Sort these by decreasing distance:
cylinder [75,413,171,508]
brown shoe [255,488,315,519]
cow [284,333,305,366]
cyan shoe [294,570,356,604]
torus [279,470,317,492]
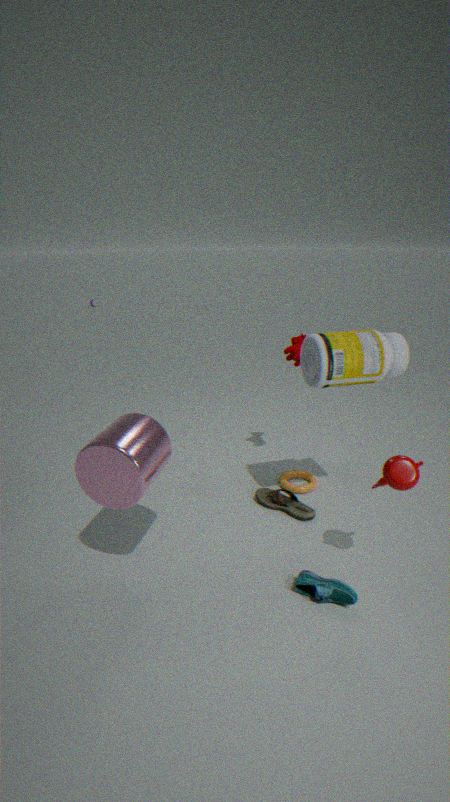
torus [279,470,317,492], cow [284,333,305,366], brown shoe [255,488,315,519], cyan shoe [294,570,356,604], cylinder [75,413,171,508]
